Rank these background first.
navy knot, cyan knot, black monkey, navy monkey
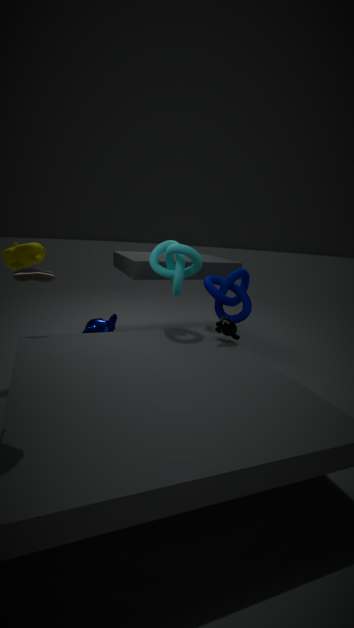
1. navy monkey
2. navy knot
3. cyan knot
4. black monkey
